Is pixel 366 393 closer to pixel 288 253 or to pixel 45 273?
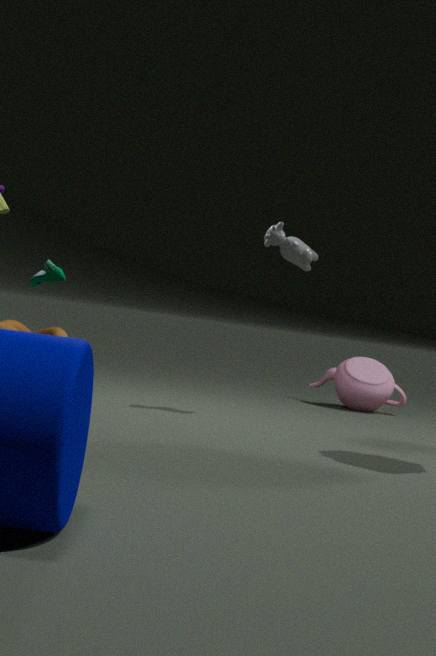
pixel 288 253
